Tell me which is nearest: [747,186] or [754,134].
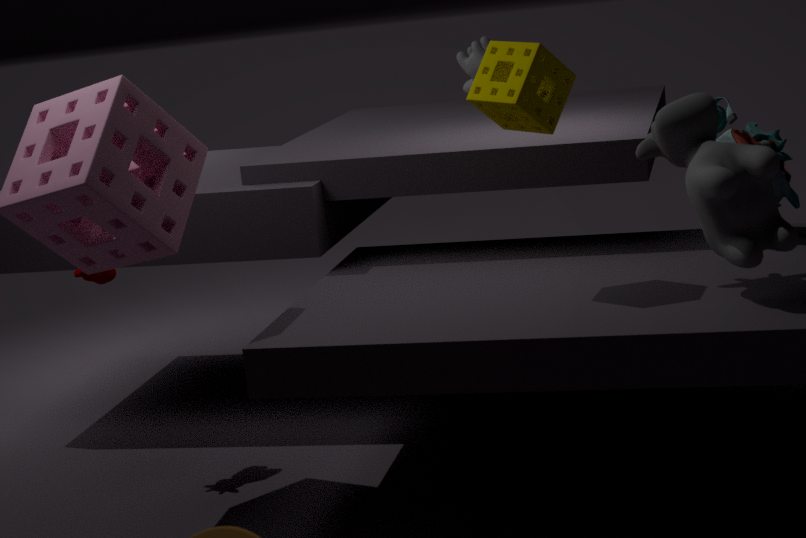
[747,186]
